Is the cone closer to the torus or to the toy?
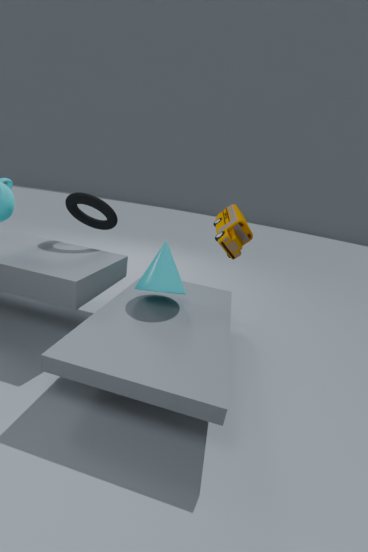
the torus
